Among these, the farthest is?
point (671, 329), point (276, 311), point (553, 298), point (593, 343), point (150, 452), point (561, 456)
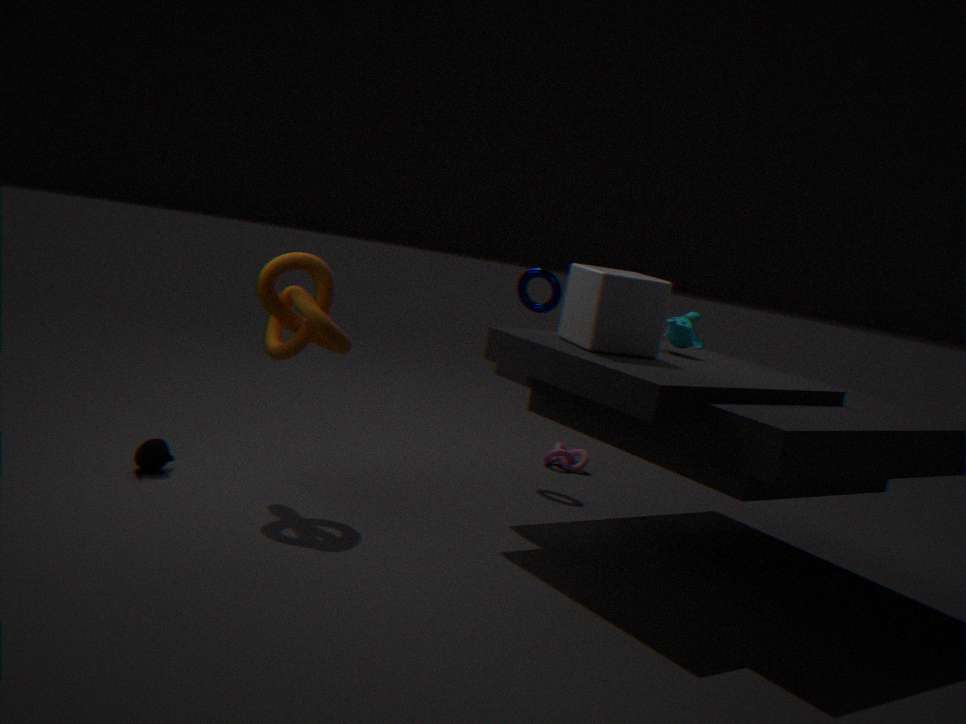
point (561, 456)
